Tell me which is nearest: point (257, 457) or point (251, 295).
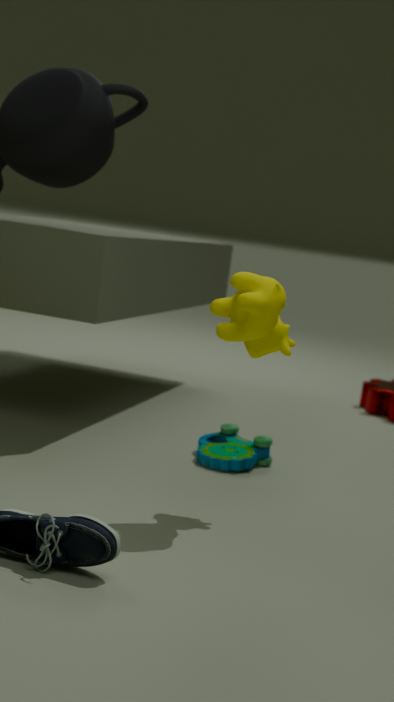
point (251, 295)
